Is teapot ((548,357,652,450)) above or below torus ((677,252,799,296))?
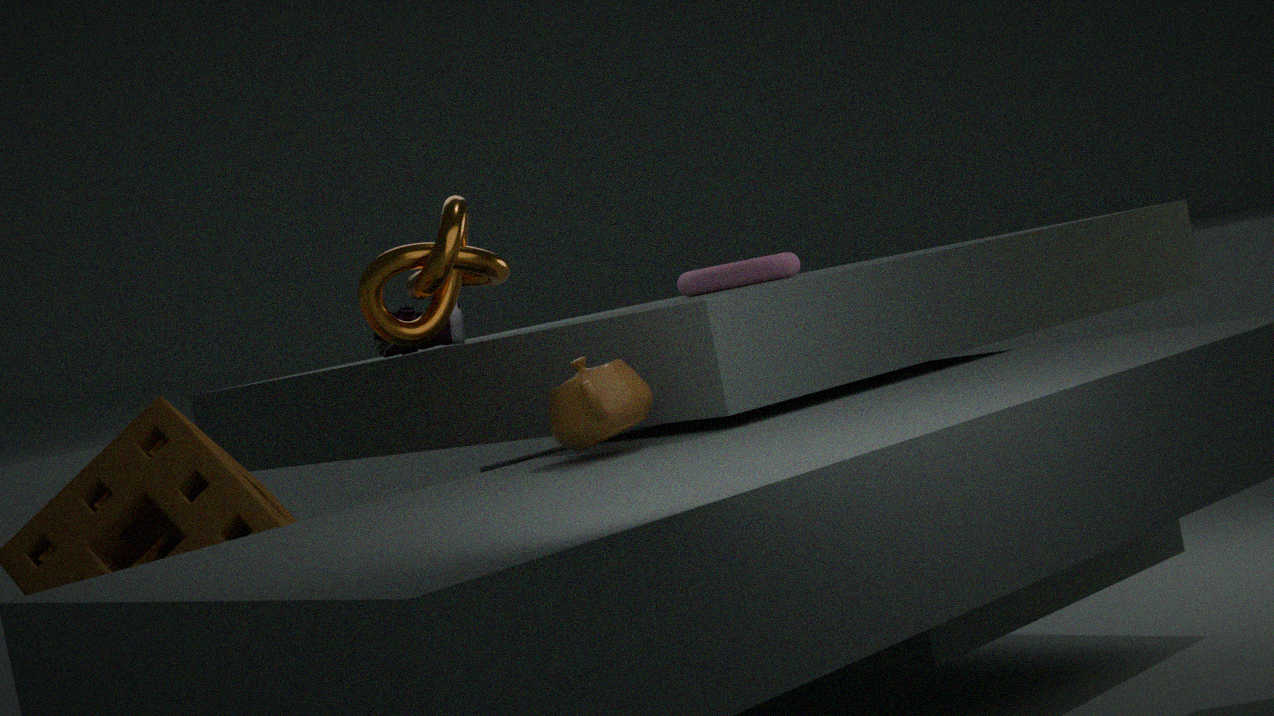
below
